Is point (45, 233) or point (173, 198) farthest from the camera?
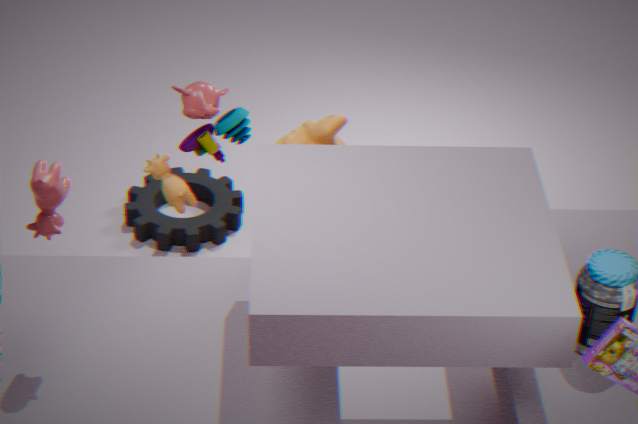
point (173, 198)
